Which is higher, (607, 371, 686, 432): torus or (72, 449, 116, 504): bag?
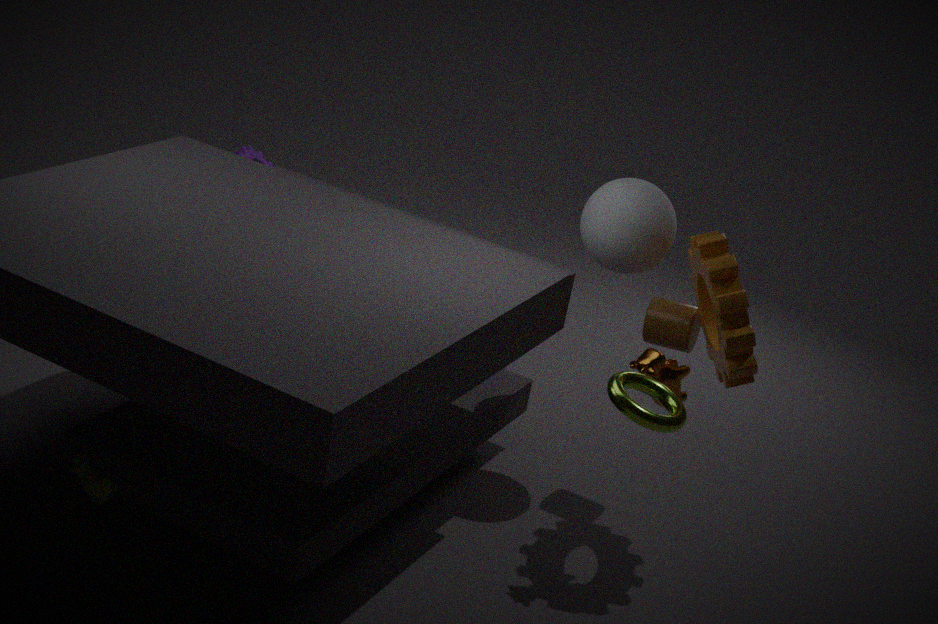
(607, 371, 686, 432): torus
